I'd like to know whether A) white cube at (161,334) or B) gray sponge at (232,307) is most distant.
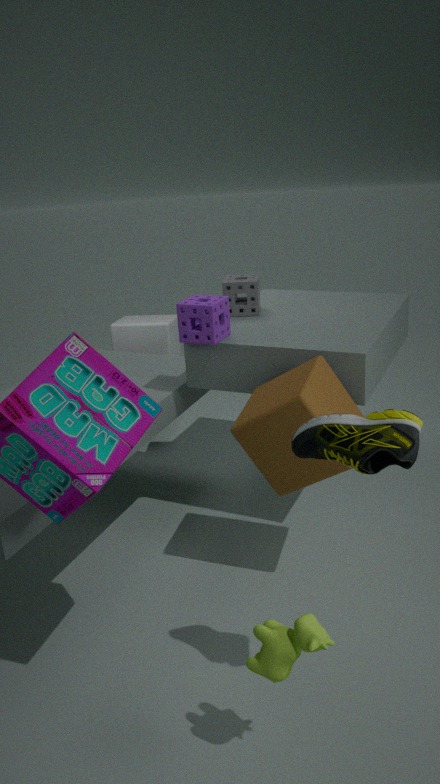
A. white cube at (161,334)
